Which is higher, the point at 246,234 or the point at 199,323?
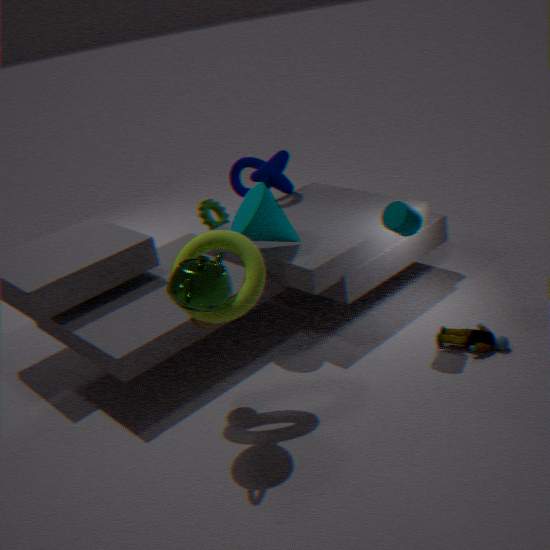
the point at 246,234
